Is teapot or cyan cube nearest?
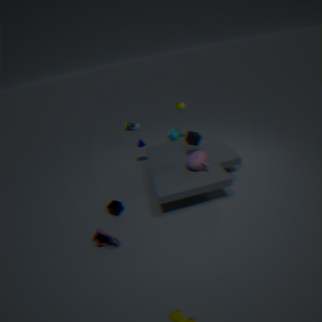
teapot
